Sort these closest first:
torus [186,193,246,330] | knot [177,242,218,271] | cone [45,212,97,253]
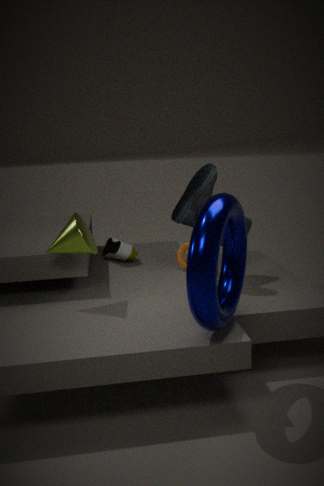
1. torus [186,193,246,330]
2. cone [45,212,97,253]
3. knot [177,242,218,271]
